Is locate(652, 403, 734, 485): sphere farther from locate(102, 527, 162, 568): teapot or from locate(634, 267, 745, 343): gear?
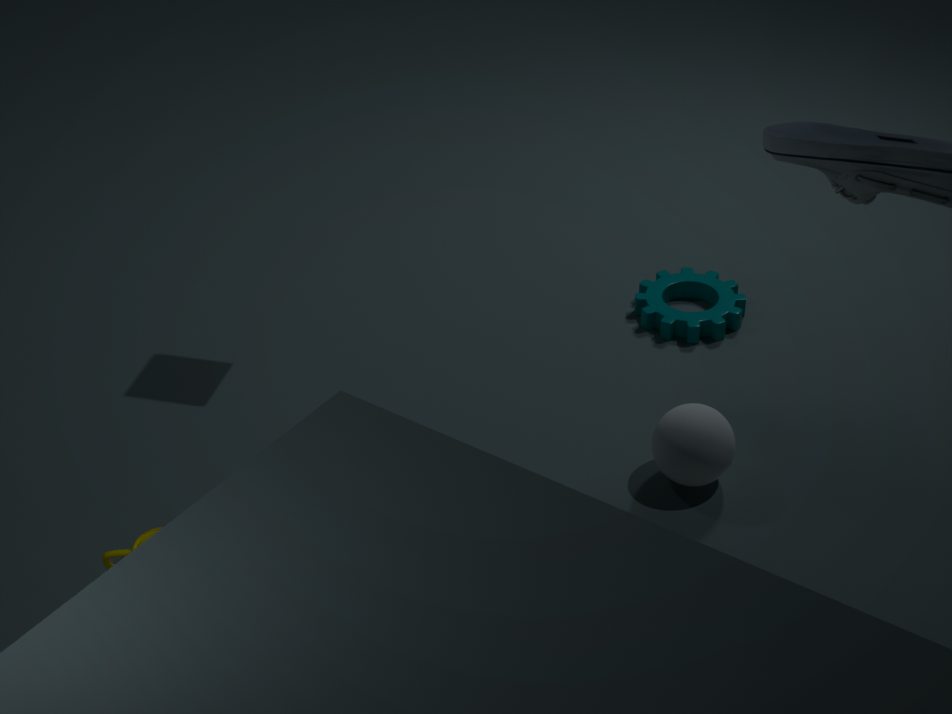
locate(102, 527, 162, 568): teapot
